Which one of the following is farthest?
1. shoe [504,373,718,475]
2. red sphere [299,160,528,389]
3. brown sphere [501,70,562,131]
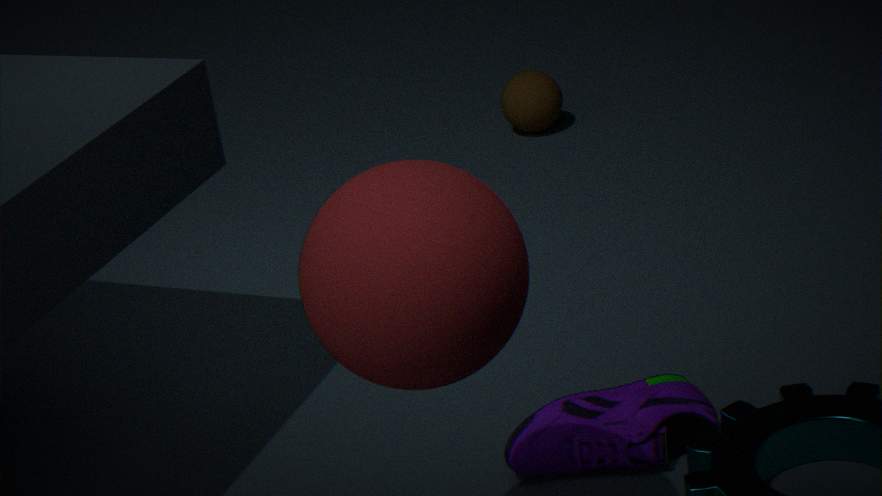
brown sphere [501,70,562,131]
